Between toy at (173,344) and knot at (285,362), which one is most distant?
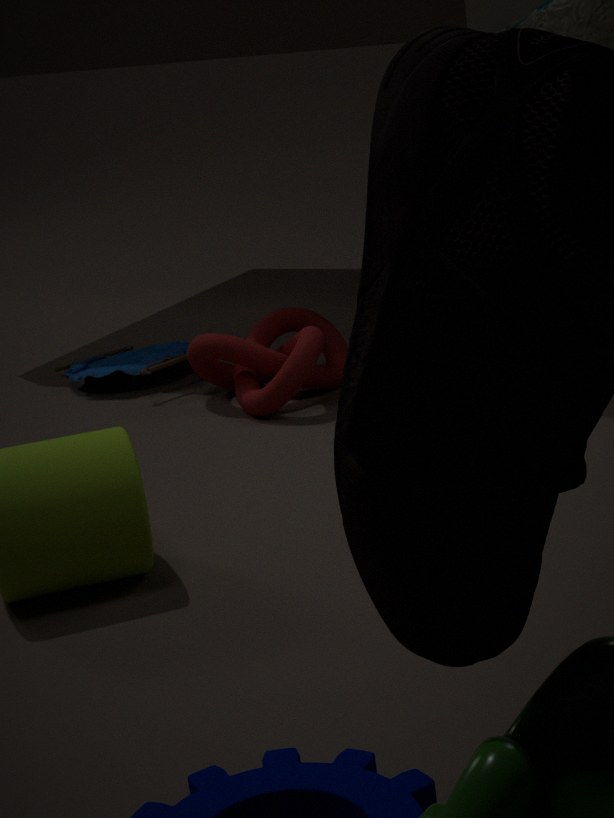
toy at (173,344)
